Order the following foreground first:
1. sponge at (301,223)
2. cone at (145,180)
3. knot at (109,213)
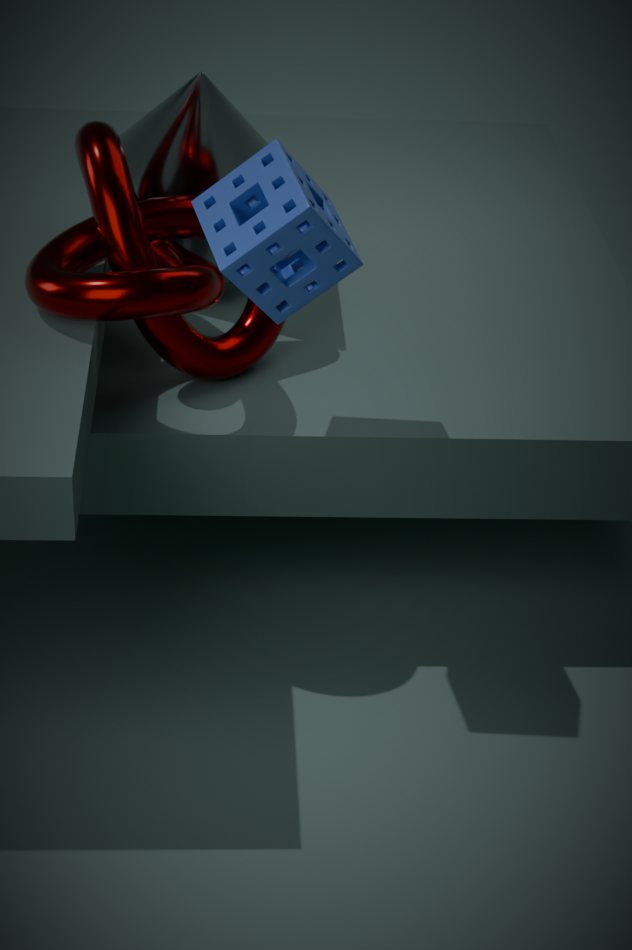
sponge at (301,223), knot at (109,213), cone at (145,180)
